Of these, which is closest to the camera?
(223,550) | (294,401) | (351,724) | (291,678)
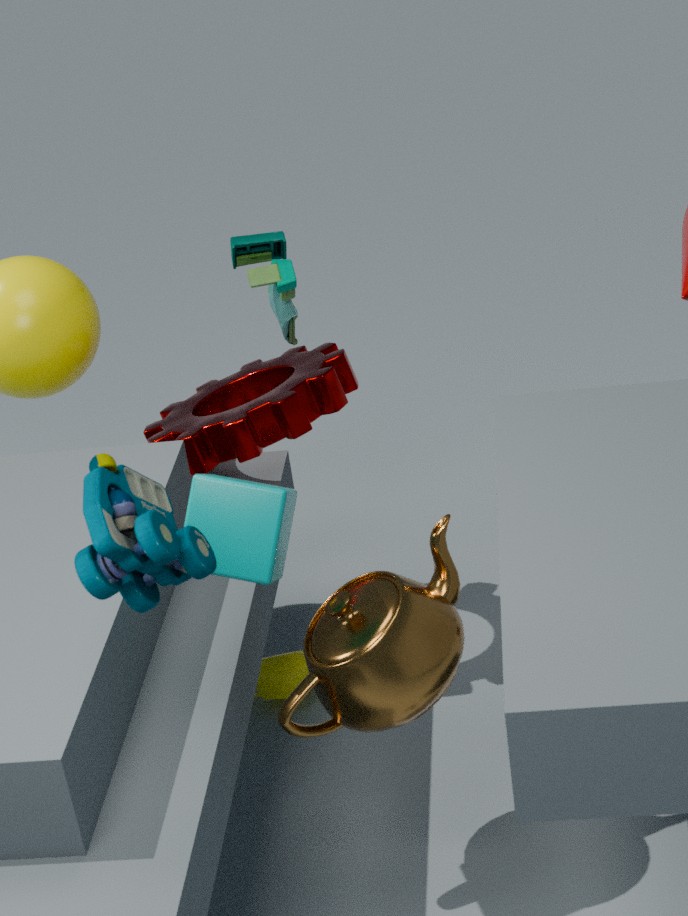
(223,550)
